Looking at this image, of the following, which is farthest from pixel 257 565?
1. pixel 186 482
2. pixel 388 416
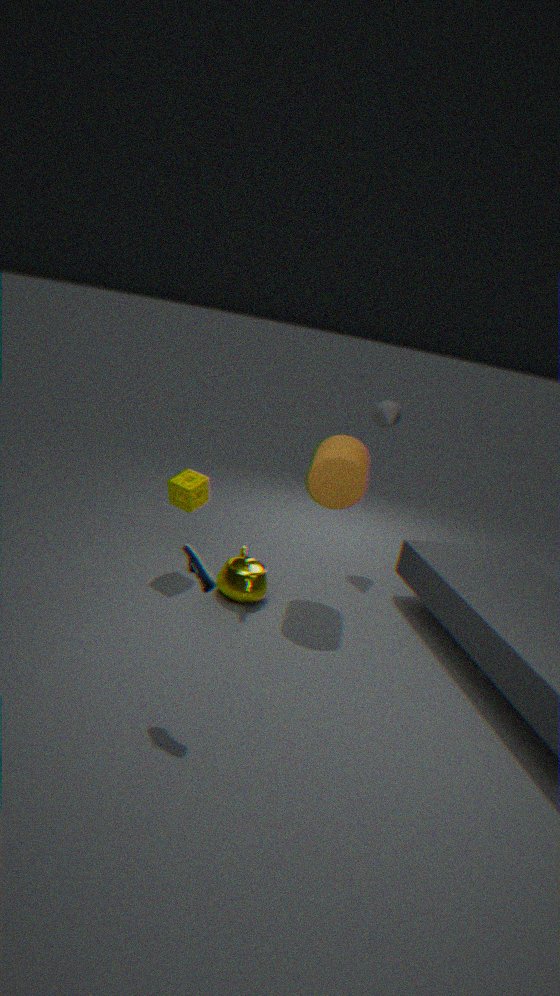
pixel 388 416
